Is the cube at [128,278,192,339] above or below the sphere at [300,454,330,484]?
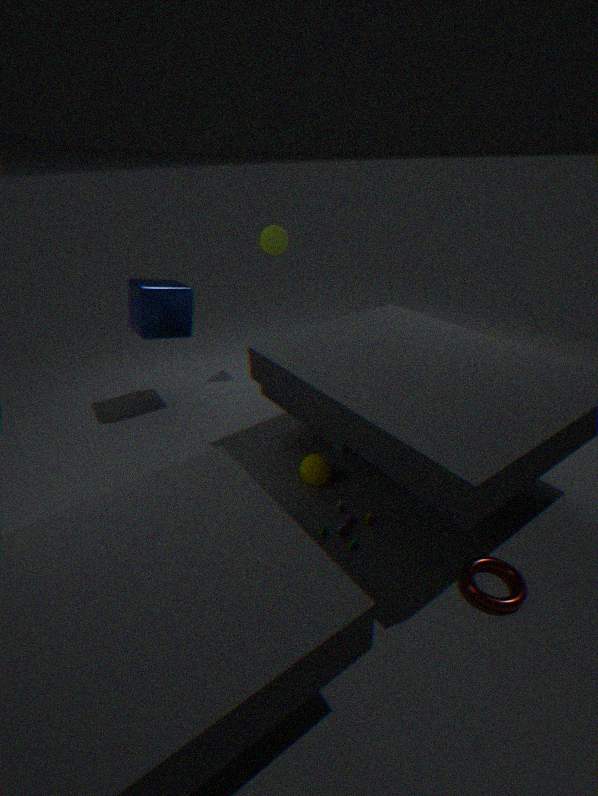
above
